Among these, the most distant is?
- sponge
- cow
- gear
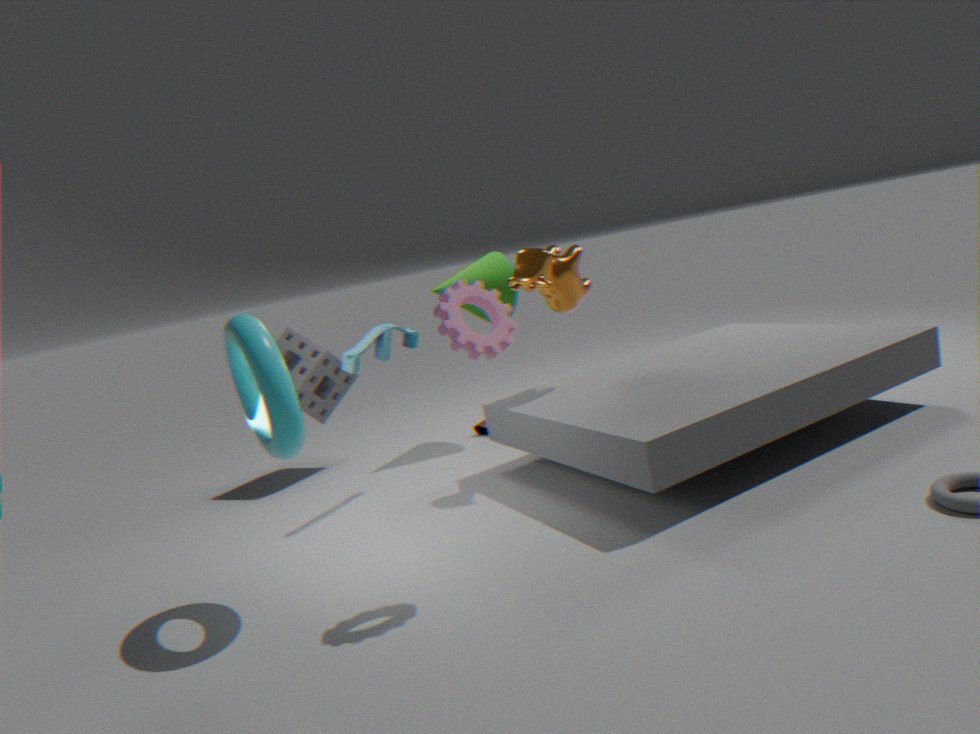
sponge
